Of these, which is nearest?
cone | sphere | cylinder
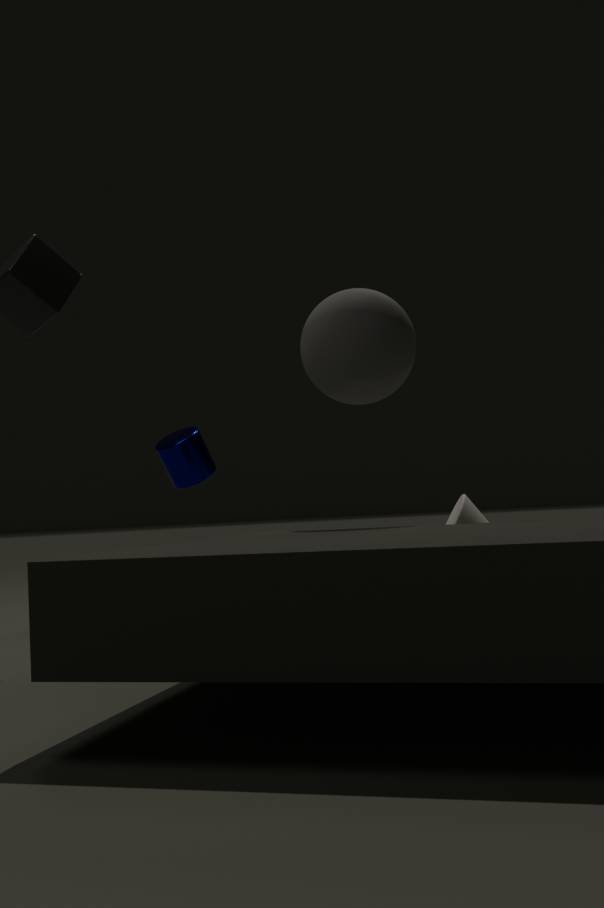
sphere
